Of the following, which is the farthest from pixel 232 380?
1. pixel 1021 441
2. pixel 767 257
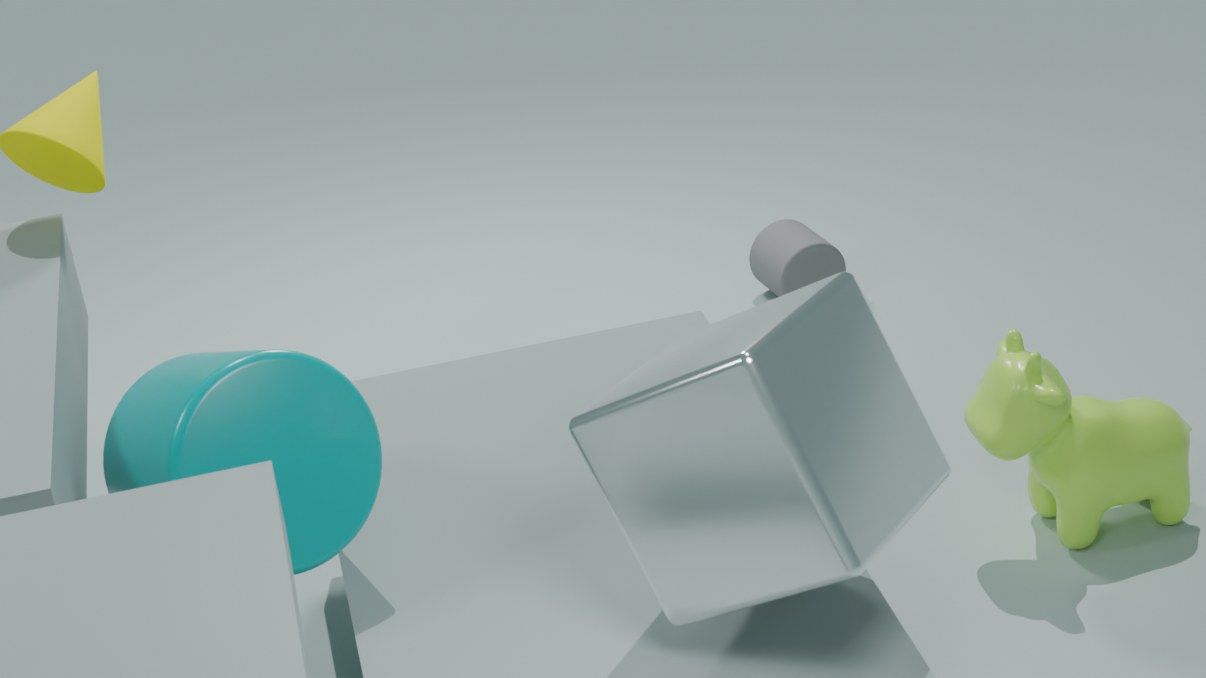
pixel 767 257
